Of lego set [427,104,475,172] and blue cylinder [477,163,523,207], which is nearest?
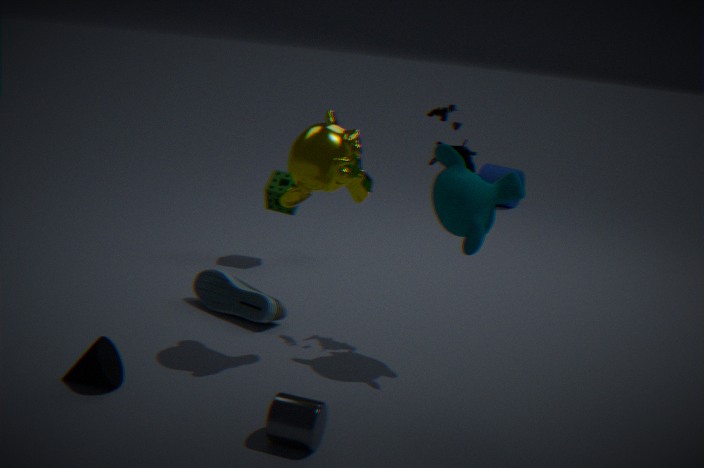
lego set [427,104,475,172]
